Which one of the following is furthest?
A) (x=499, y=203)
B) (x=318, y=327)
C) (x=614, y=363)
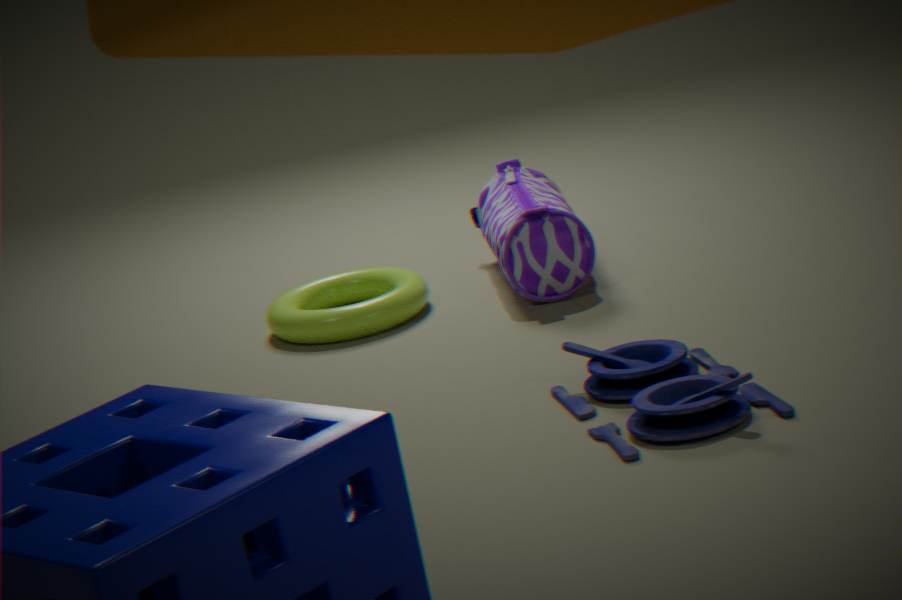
(x=499, y=203)
